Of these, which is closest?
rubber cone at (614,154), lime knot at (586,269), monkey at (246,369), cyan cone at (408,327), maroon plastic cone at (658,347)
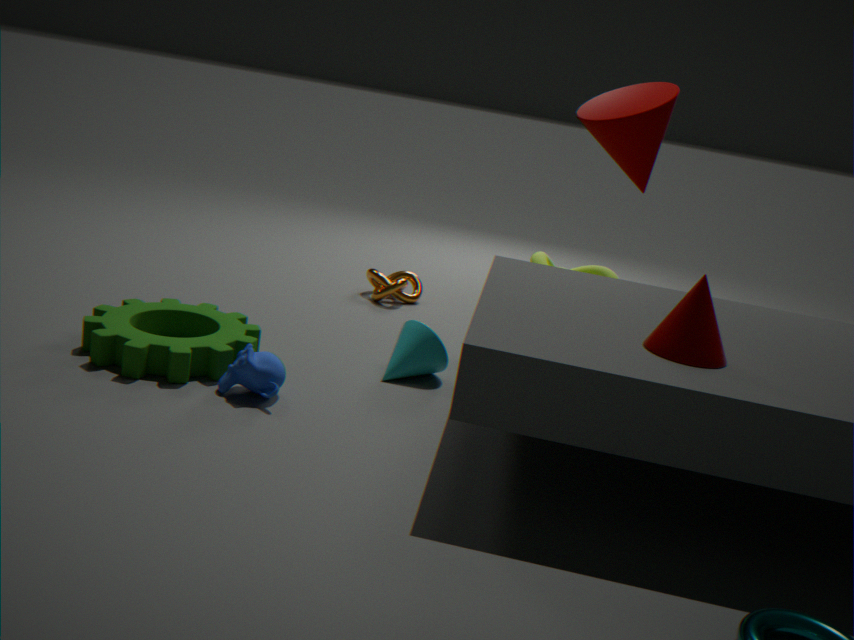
maroon plastic cone at (658,347)
